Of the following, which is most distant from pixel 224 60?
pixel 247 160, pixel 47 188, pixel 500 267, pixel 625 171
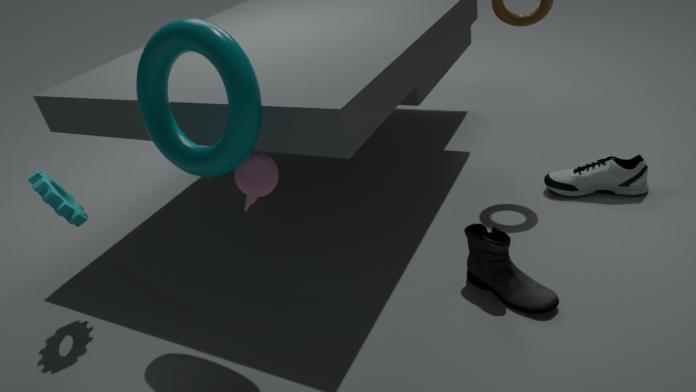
pixel 625 171
